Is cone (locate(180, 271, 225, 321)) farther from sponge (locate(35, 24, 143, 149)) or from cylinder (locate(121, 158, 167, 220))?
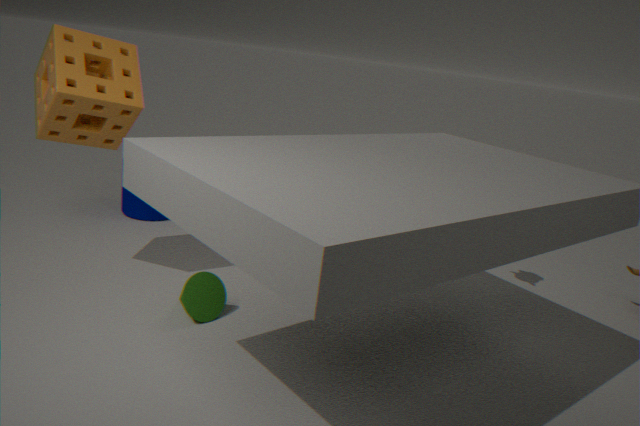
cylinder (locate(121, 158, 167, 220))
